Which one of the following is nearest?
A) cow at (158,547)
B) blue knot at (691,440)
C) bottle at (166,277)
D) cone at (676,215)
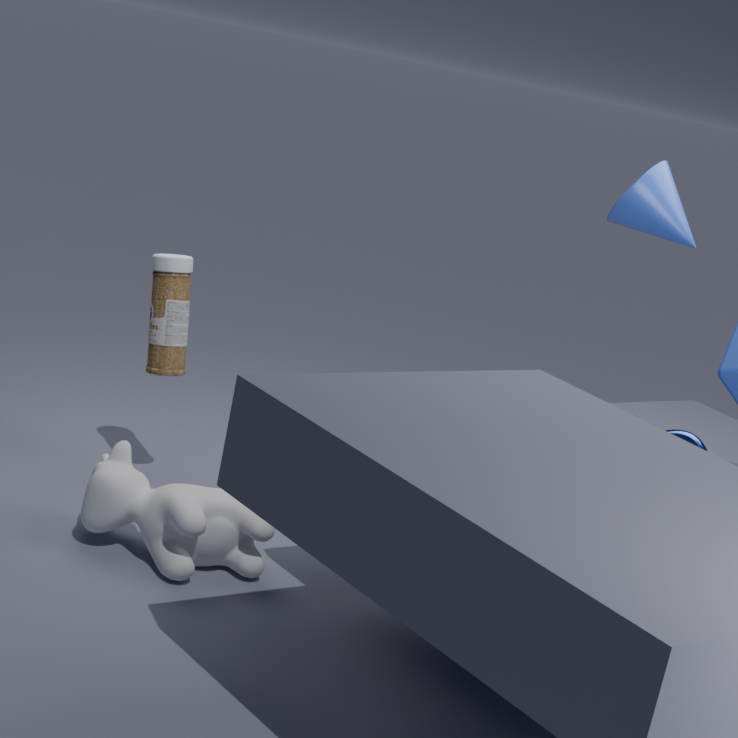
cow at (158,547)
